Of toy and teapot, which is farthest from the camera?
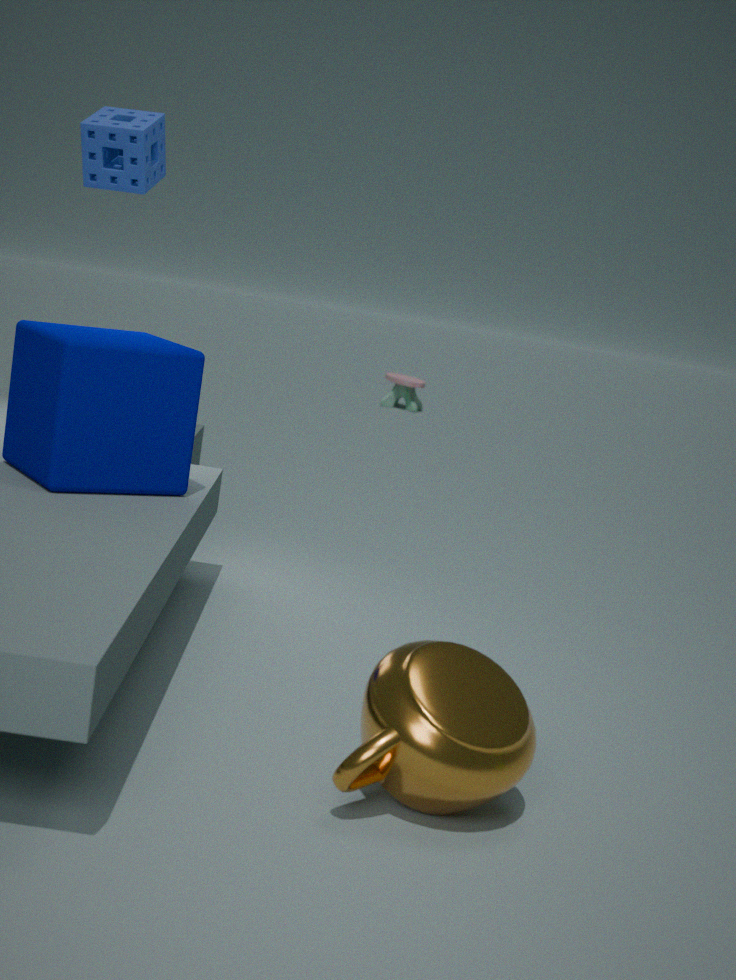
toy
